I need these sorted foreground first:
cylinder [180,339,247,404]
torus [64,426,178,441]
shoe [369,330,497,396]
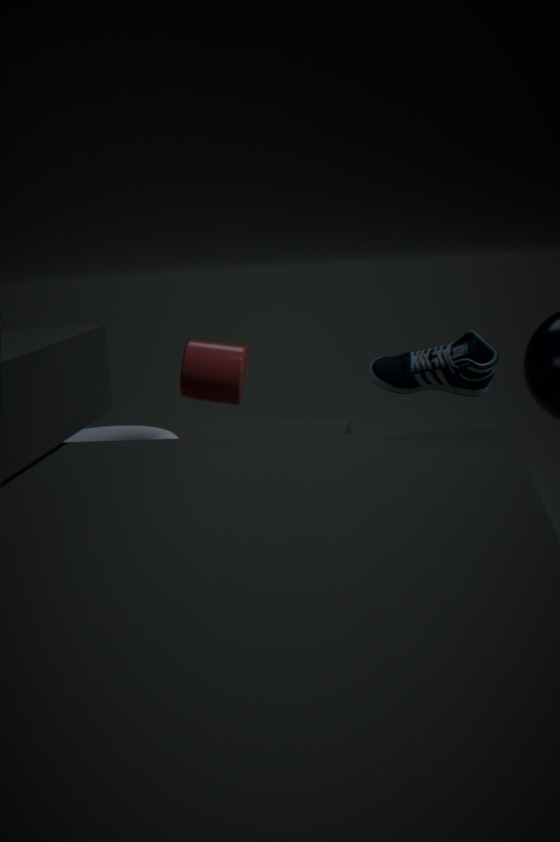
shoe [369,330,497,396]
cylinder [180,339,247,404]
torus [64,426,178,441]
